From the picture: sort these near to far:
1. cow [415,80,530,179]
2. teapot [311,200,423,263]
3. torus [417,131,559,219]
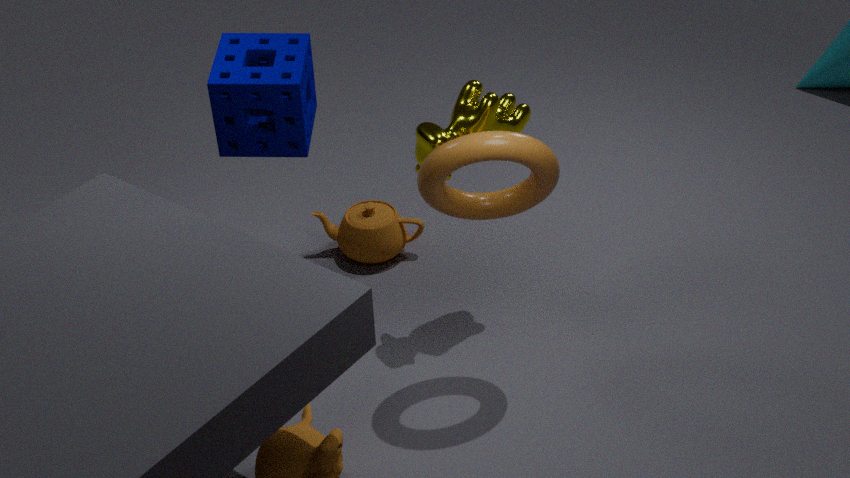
torus [417,131,559,219]
cow [415,80,530,179]
teapot [311,200,423,263]
